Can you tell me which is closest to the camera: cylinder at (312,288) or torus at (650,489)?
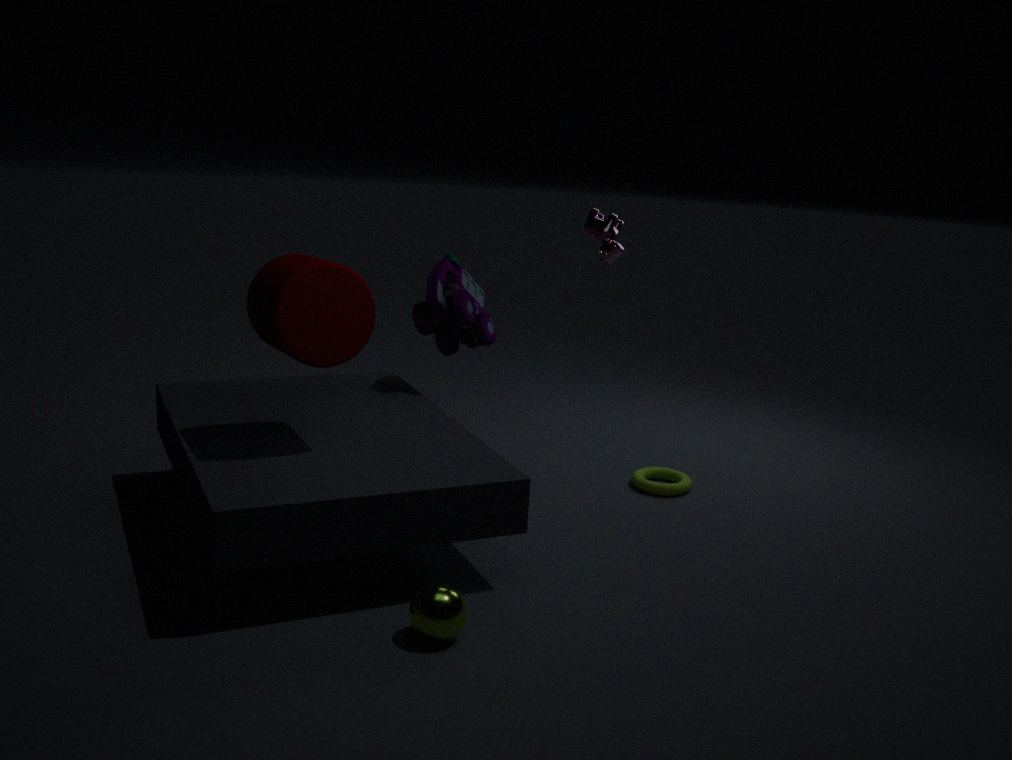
cylinder at (312,288)
